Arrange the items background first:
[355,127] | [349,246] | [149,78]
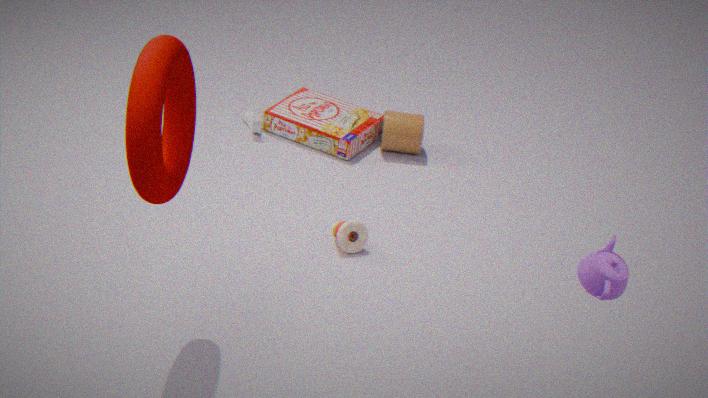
[355,127], [349,246], [149,78]
